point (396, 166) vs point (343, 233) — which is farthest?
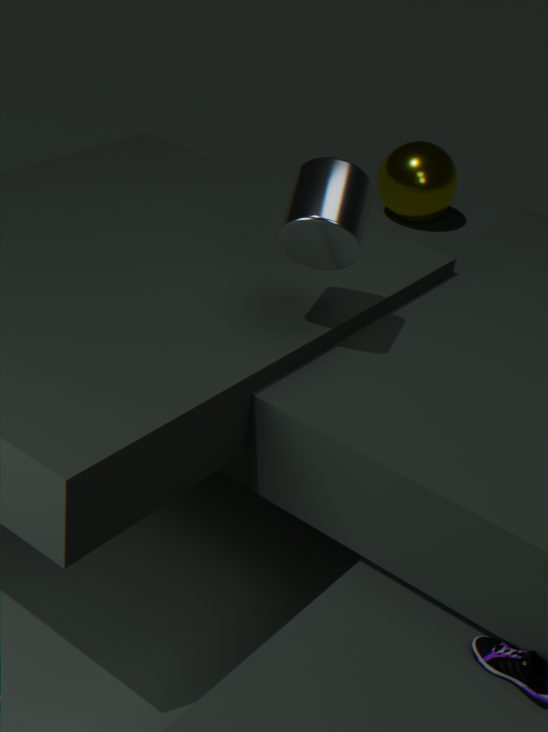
point (396, 166)
